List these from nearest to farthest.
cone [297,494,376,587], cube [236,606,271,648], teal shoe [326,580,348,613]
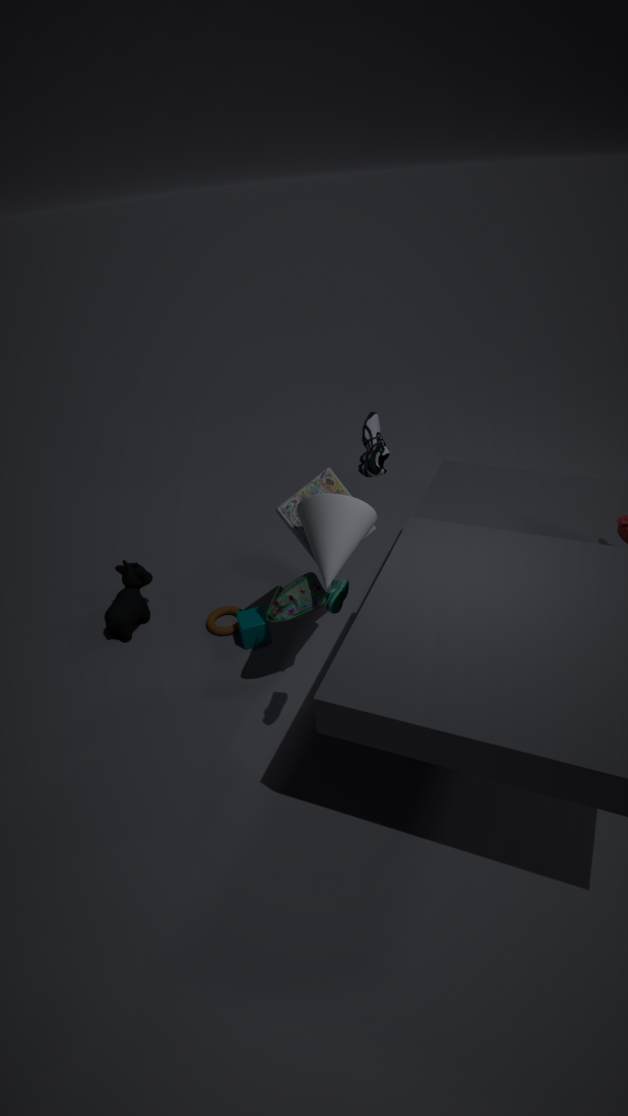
teal shoe [326,580,348,613]
cone [297,494,376,587]
cube [236,606,271,648]
